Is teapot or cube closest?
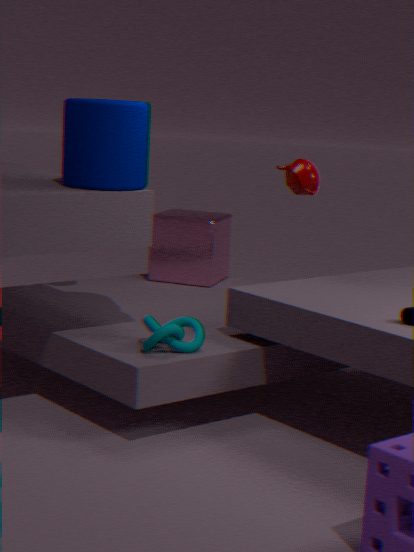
teapot
